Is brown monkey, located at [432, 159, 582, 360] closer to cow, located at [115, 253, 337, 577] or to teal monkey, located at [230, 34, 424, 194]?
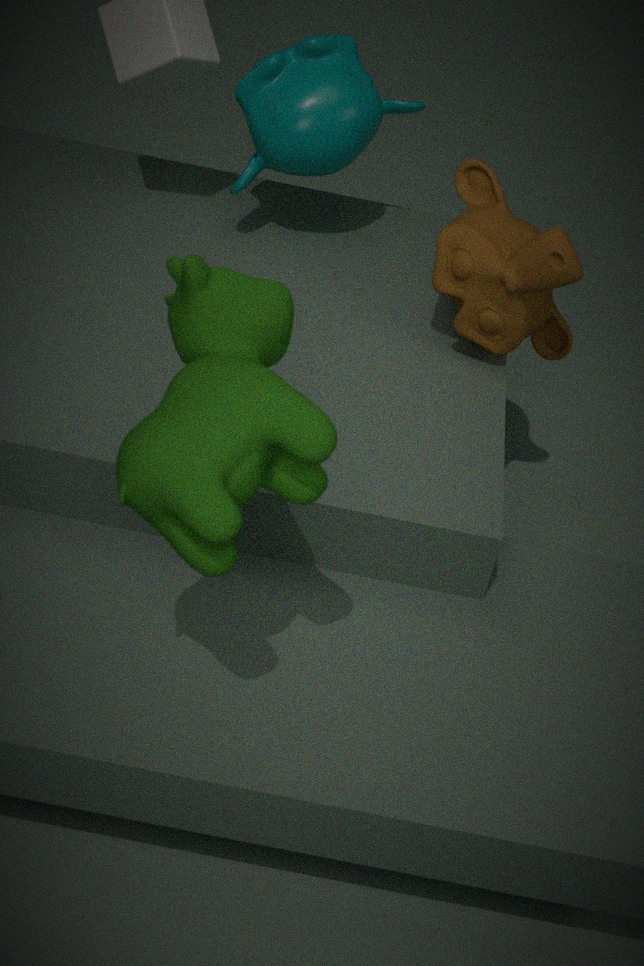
teal monkey, located at [230, 34, 424, 194]
